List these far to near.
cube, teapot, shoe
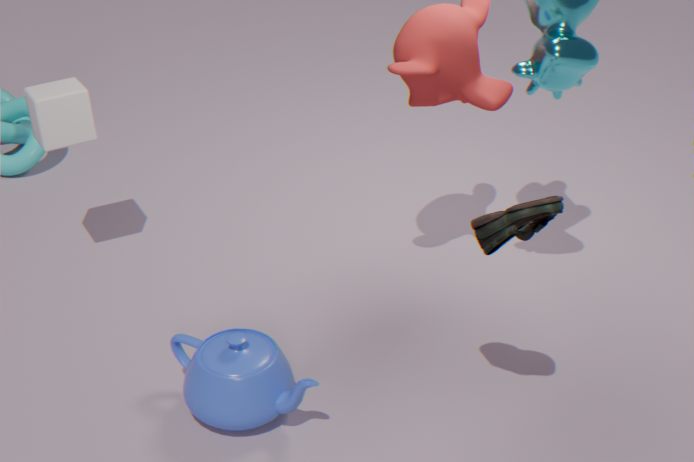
cube < teapot < shoe
